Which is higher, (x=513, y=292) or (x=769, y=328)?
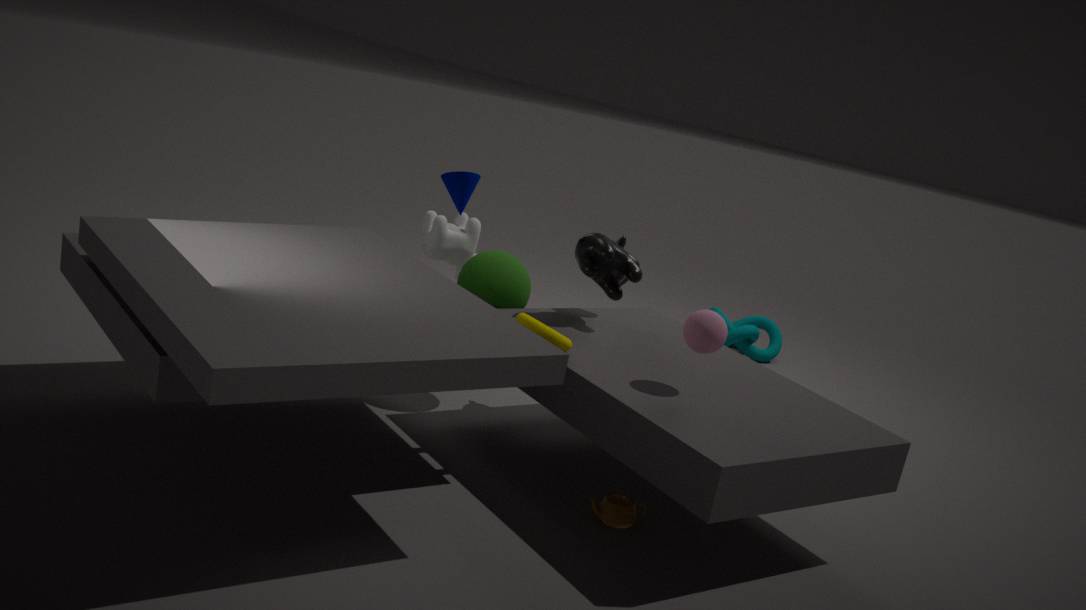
(x=513, y=292)
